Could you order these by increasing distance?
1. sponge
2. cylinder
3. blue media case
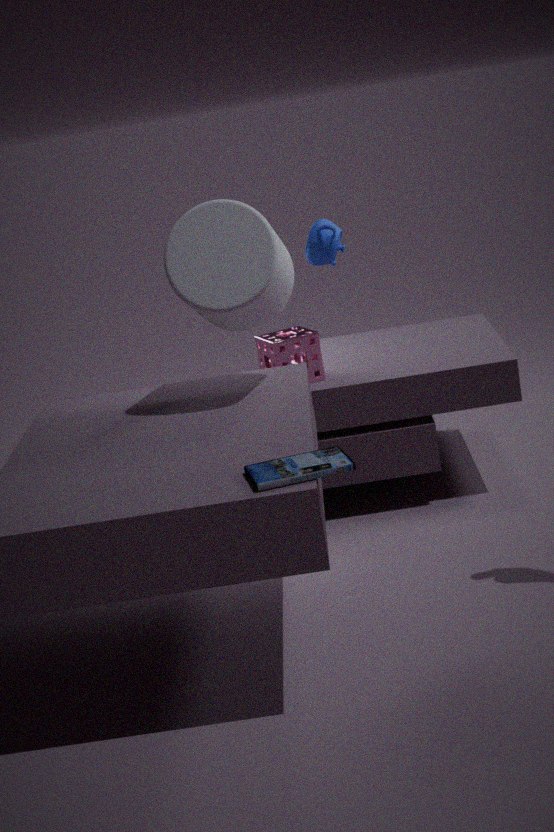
blue media case, cylinder, sponge
